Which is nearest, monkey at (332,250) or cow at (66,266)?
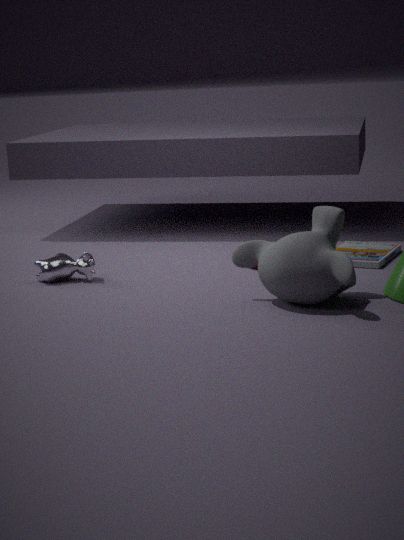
monkey at (332,250)
